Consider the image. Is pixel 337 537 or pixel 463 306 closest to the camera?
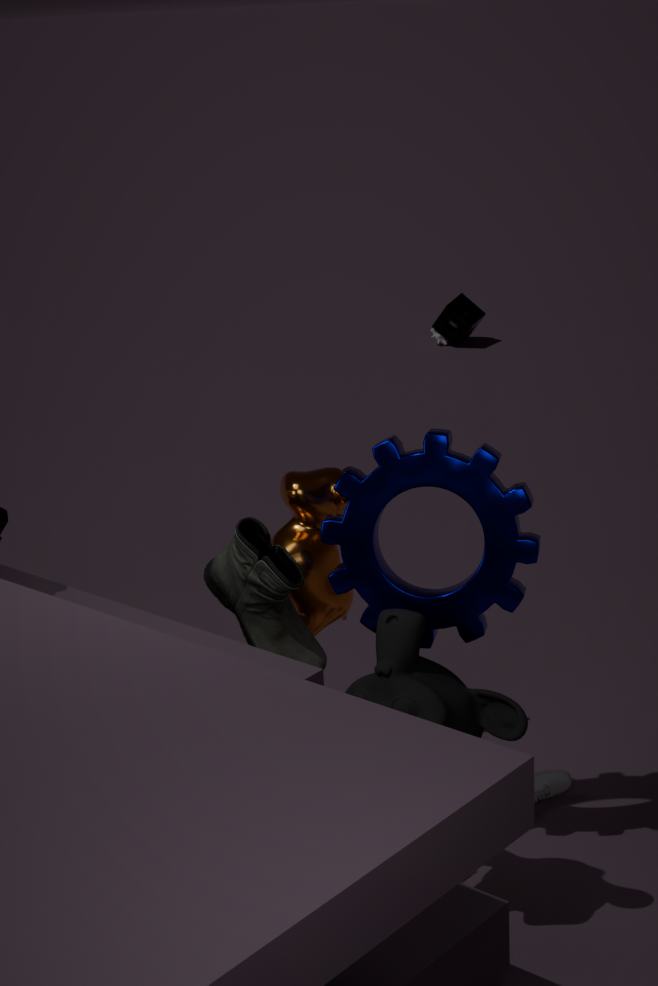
pixel 337 537
